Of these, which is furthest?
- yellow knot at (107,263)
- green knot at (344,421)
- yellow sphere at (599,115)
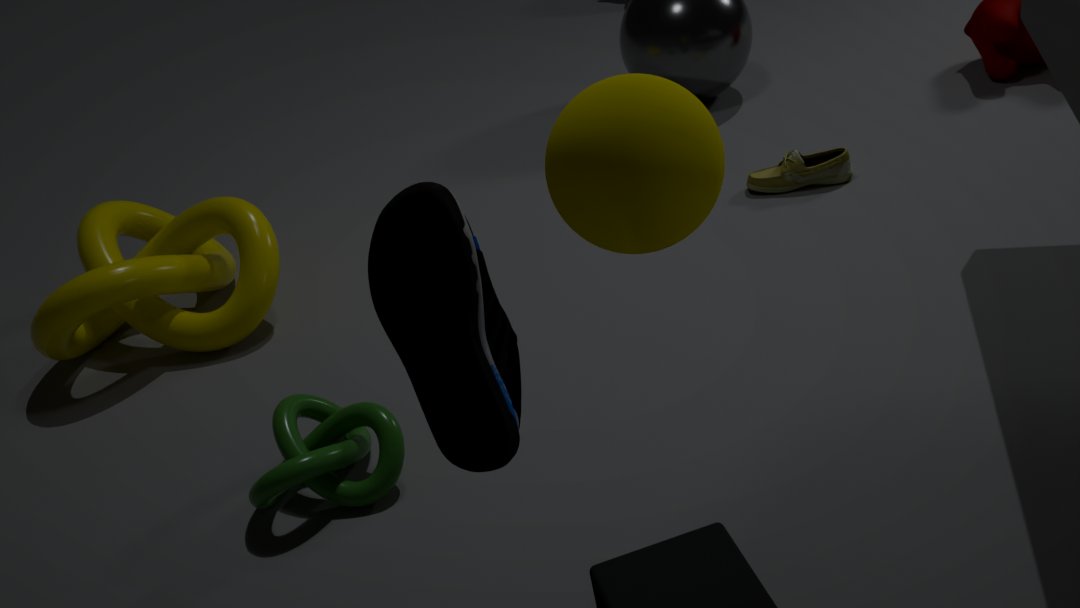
yellow knot at (107,263)
